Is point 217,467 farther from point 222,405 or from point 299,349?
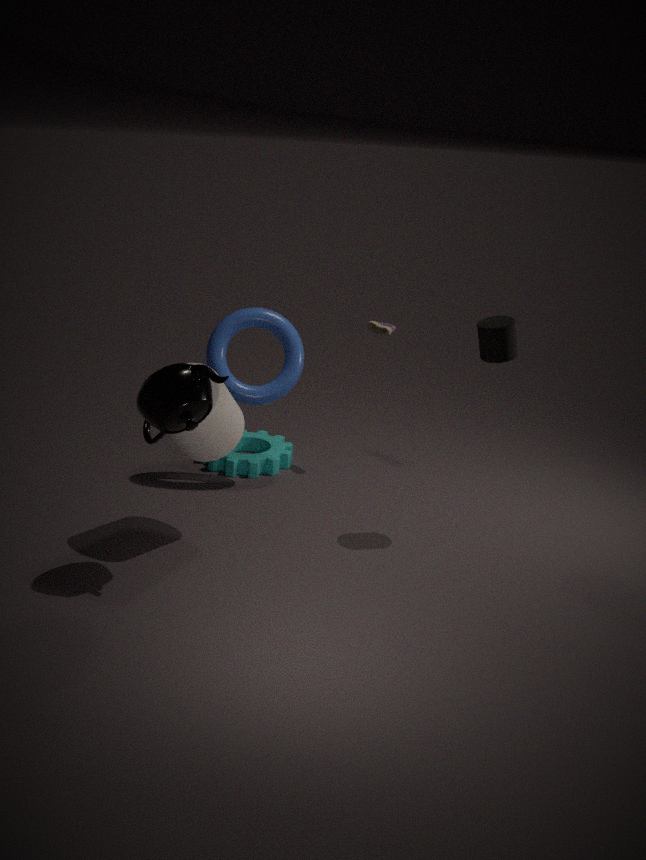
point 222,405
